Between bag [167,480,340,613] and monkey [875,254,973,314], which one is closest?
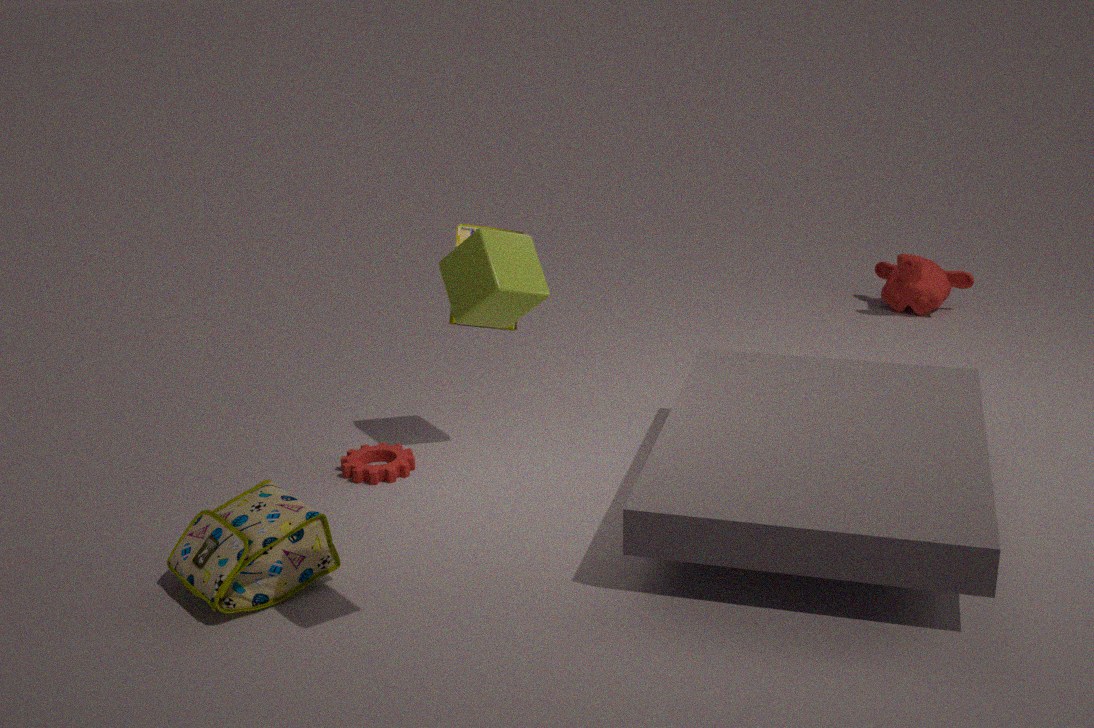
bag [167,480,340,613]
